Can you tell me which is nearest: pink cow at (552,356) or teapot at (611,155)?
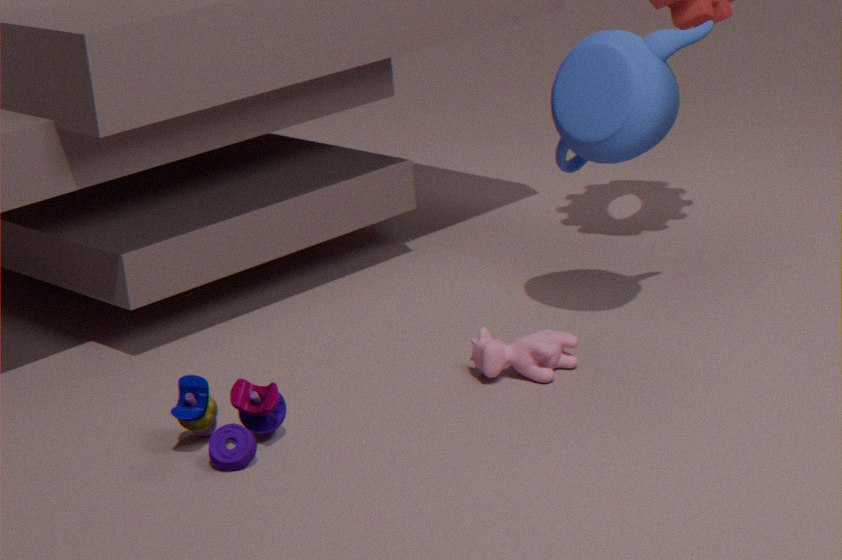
pink cow at (552,356)
